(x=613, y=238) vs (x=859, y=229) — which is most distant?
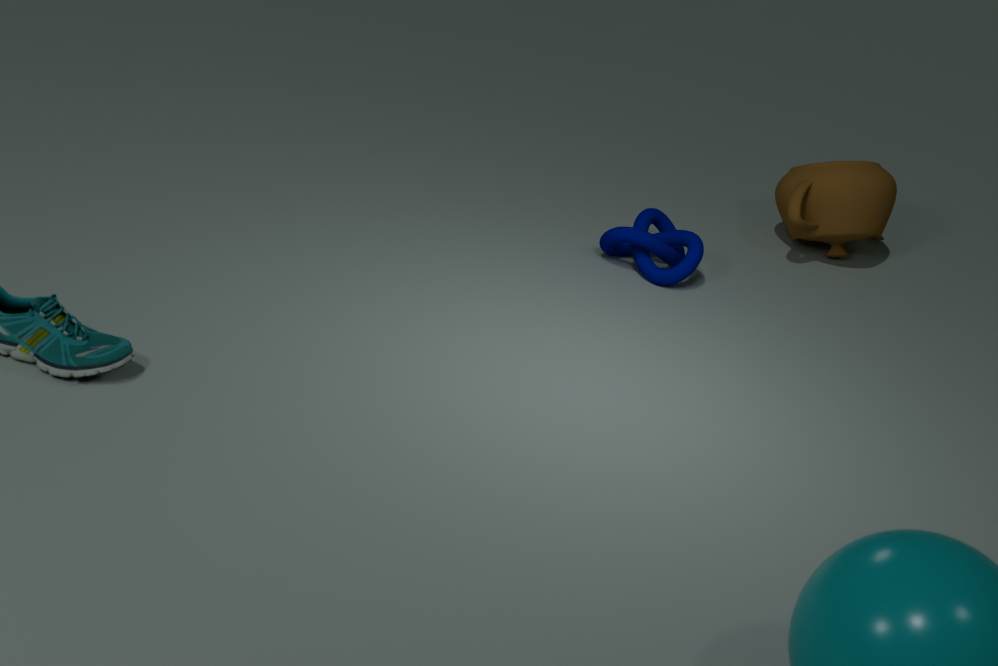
(x=859, y=229)
